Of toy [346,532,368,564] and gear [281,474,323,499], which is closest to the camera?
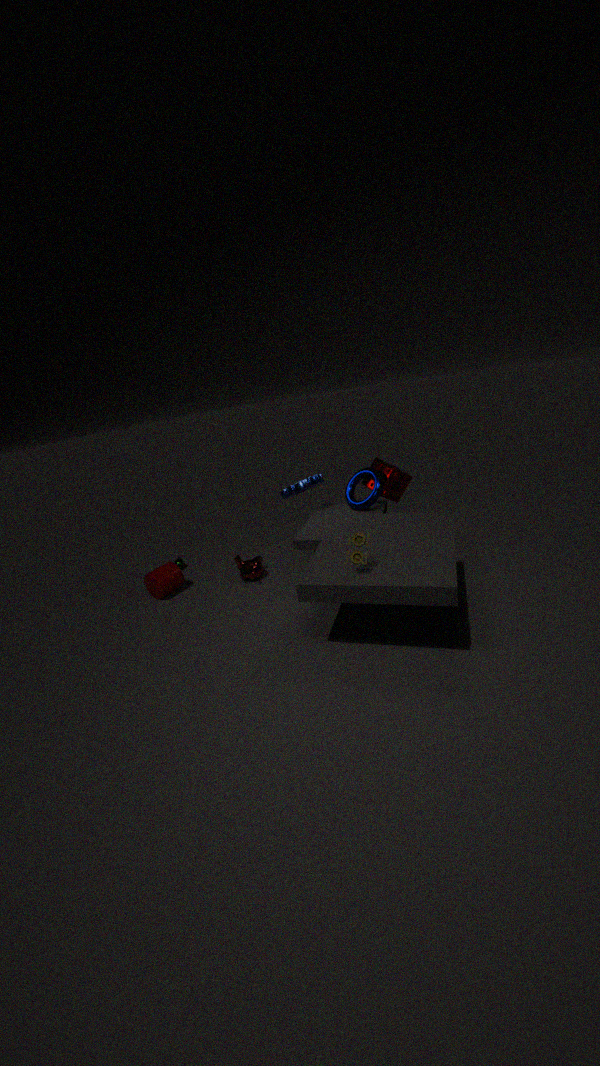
toy [346,532,368,564]
